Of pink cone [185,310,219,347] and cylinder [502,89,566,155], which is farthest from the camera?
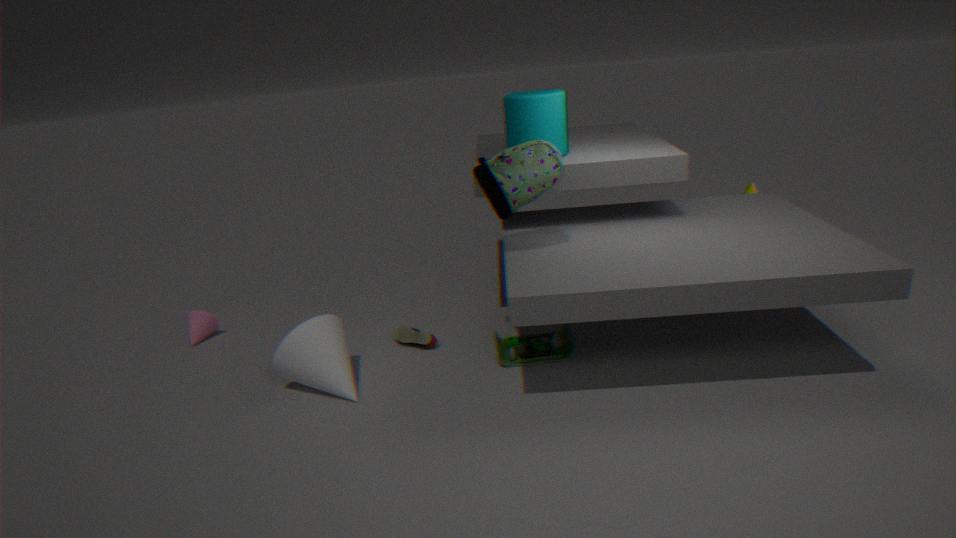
pink cone [185,310,219,347]
